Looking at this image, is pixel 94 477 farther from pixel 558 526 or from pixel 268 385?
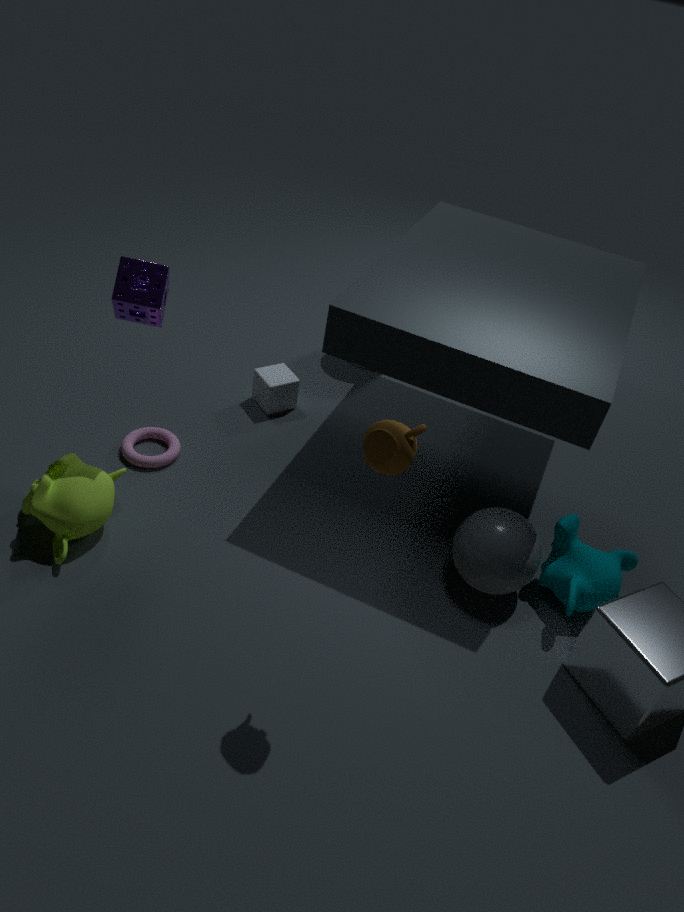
pixel 558 526
